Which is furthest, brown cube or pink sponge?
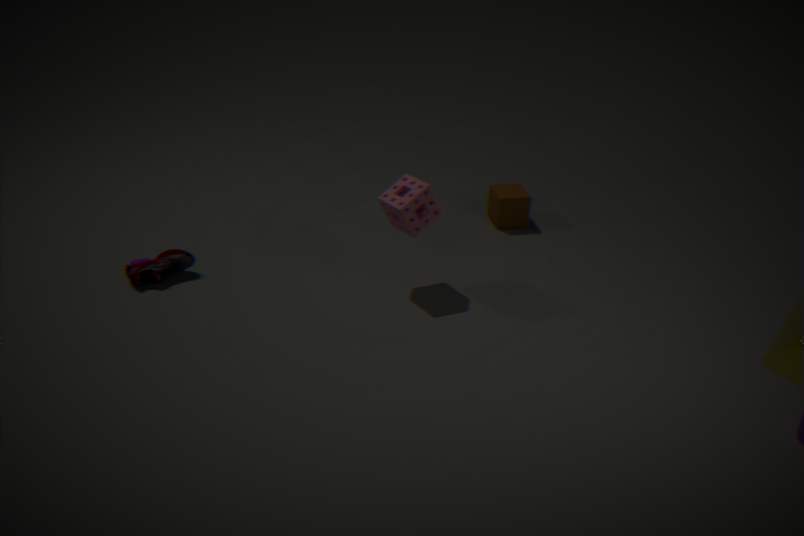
brown cube
